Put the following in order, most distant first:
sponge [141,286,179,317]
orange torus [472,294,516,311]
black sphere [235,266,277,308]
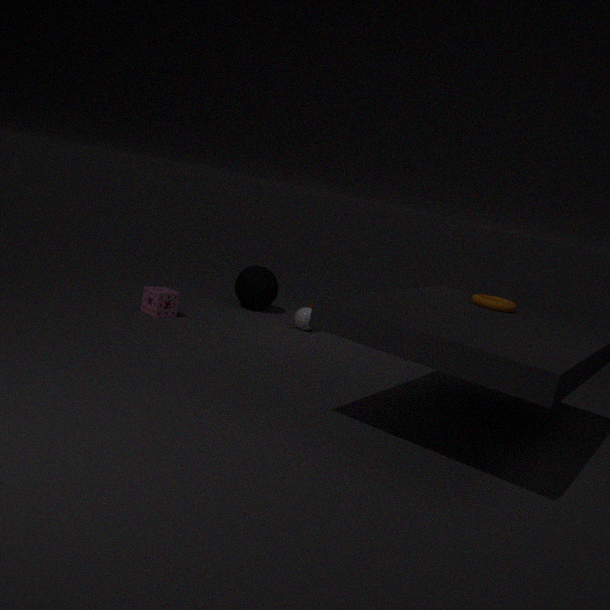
black sphere [235,266,277,308] < sponge [141,286,179,317] < orange torus [472,294,516,311]
